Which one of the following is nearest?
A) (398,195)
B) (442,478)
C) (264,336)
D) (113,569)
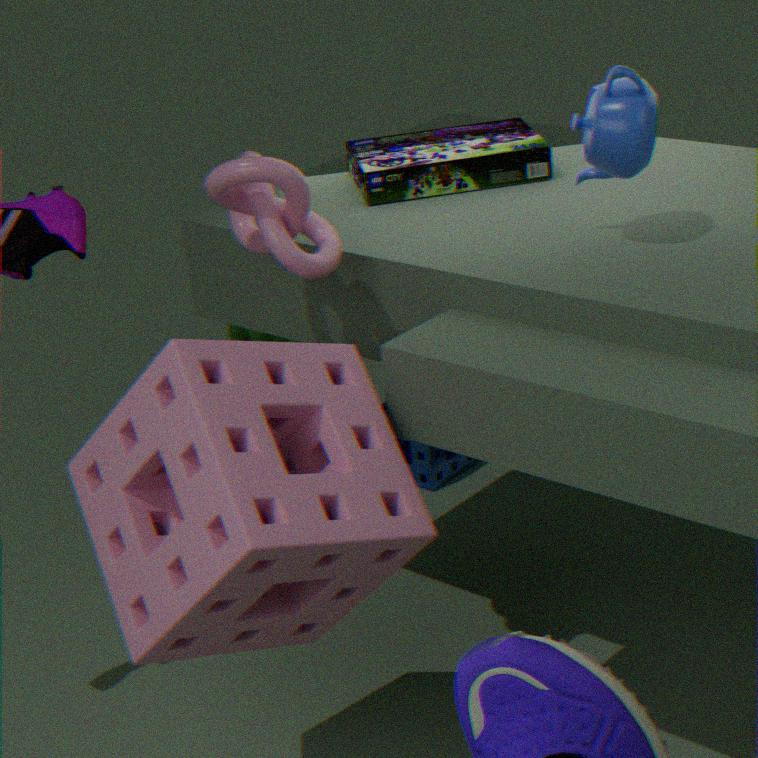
→ (113,569)
